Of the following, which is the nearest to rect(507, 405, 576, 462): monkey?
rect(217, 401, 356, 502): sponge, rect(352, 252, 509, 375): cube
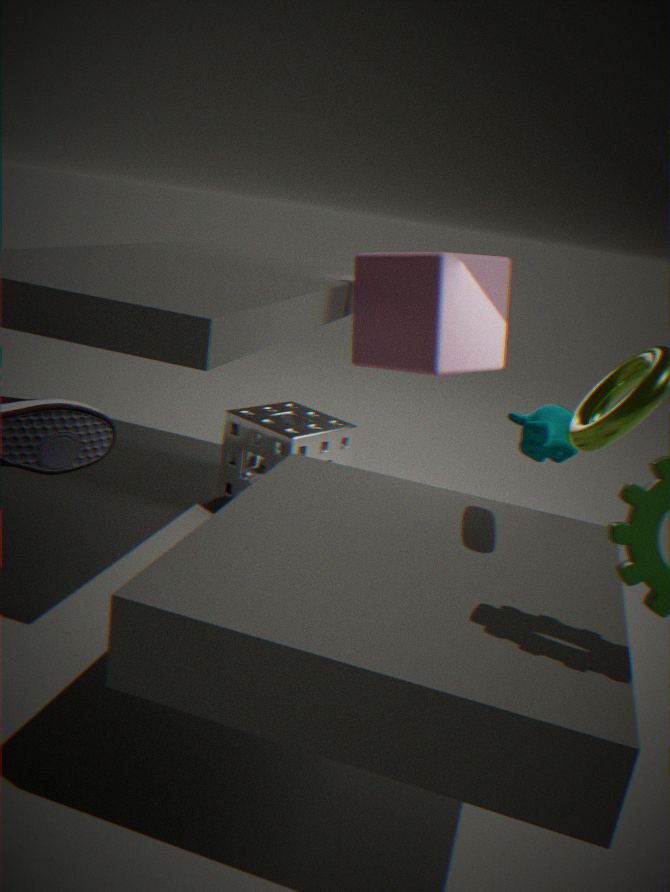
rect(352, 252, 509, 375): cube
